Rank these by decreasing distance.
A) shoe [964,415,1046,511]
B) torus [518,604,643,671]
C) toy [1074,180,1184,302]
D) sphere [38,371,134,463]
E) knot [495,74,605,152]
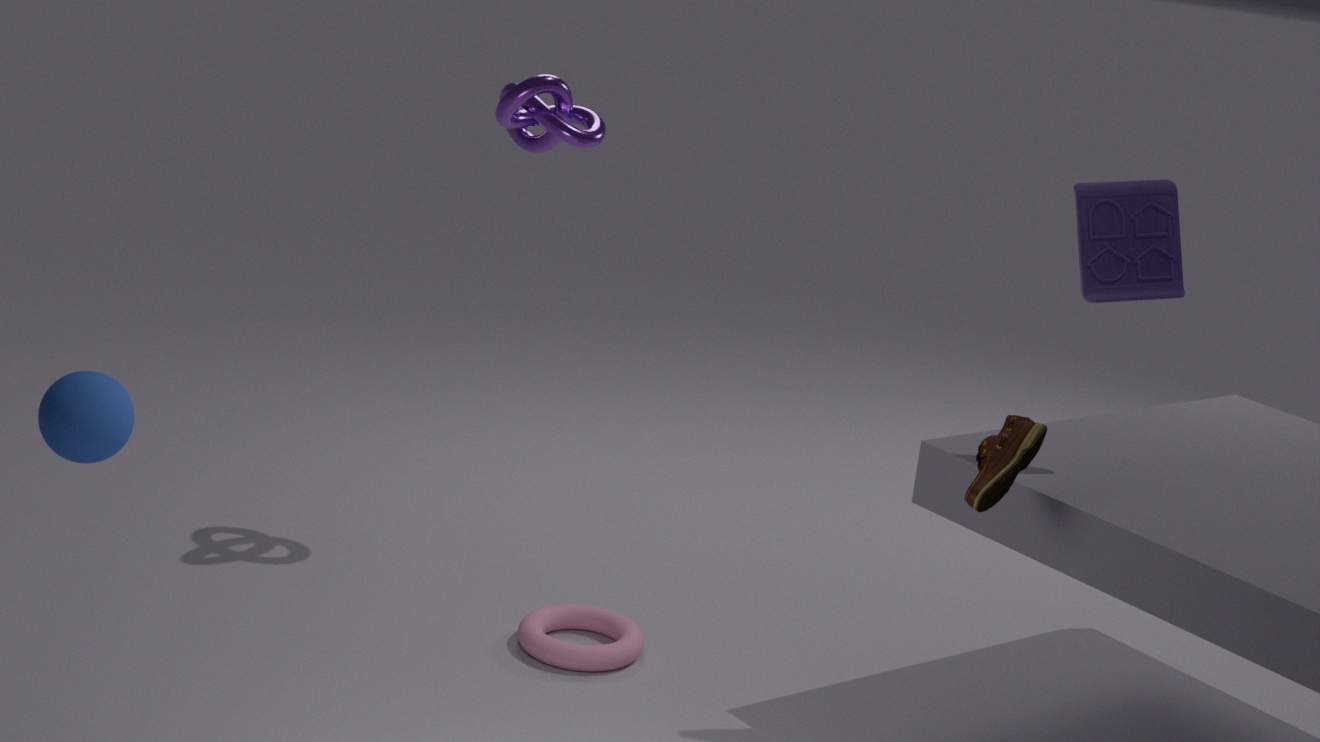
knot [495,74,605,152]
torus [518,604,643,671]
toy [1074,180,1184,302]
sphere [38,371,134,463]
shoe [964,415,1046,511]
